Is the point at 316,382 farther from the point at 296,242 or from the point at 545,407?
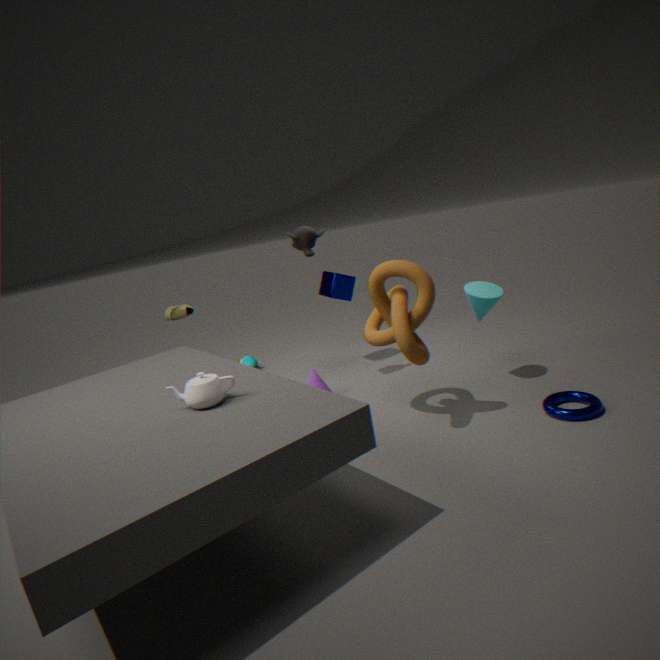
the point at 545,407
